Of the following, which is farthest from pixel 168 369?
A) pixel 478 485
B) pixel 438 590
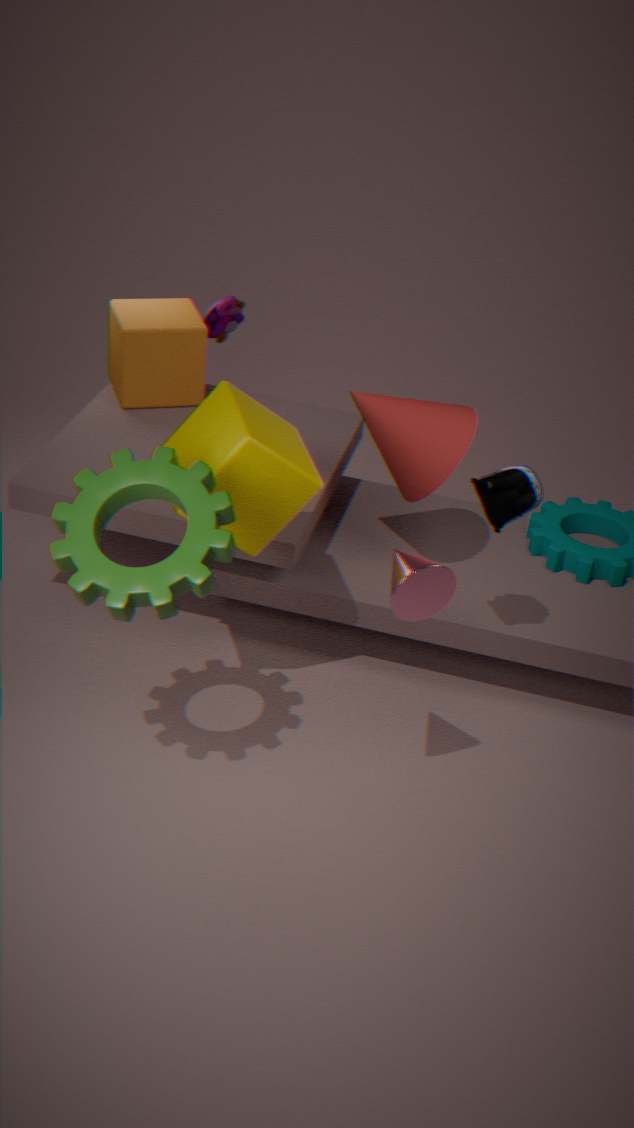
pixel 438 590
